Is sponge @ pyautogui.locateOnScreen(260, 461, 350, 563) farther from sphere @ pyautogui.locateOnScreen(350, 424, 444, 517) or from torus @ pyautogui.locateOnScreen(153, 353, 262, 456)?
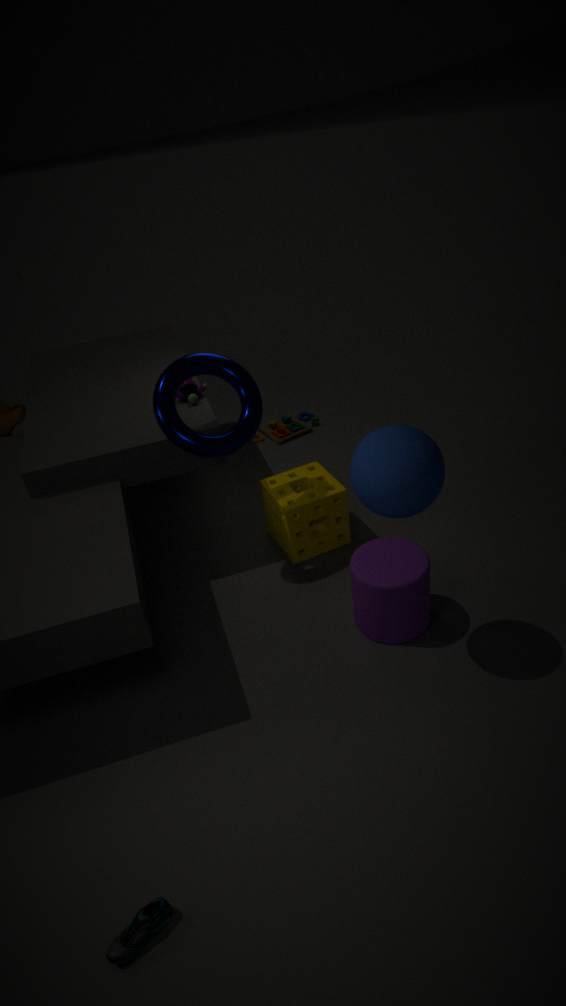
sphere @ pyautogui.locateOnScreen(350, 424, 444, 517)
